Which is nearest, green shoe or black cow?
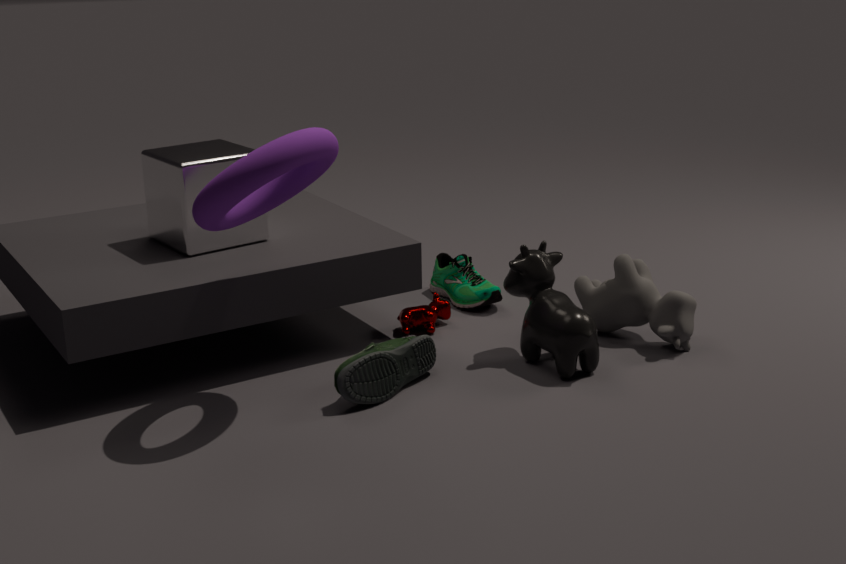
black cow
